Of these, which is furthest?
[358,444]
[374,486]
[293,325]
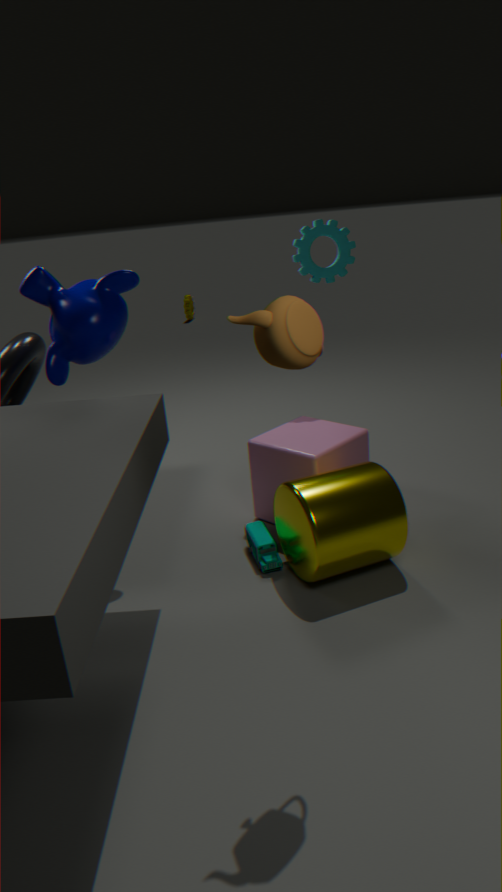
[358,444]
